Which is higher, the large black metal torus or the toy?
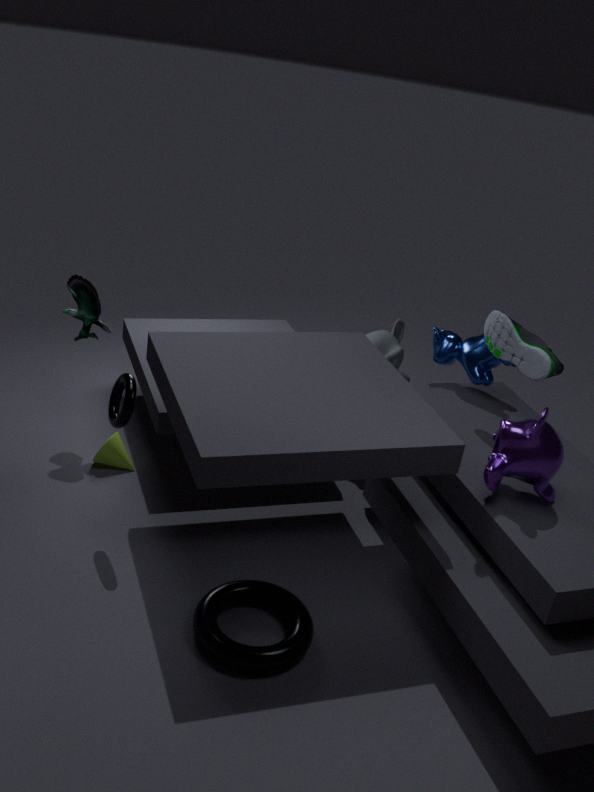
the toy
